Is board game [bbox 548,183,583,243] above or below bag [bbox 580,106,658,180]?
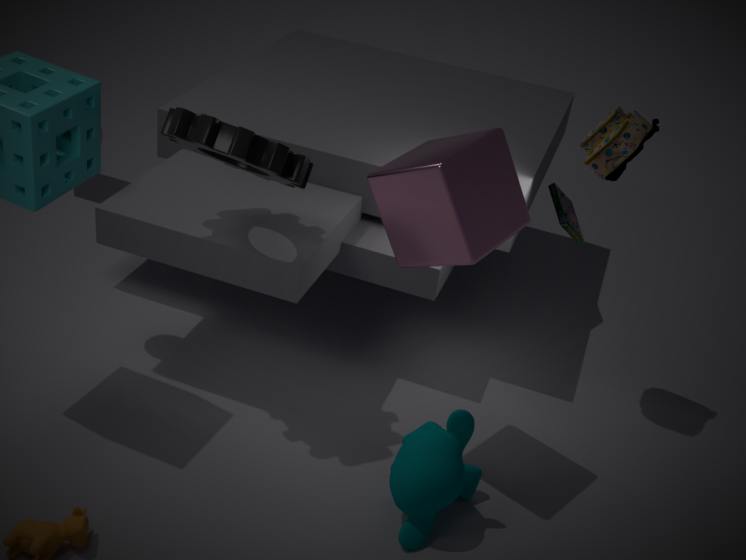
below
